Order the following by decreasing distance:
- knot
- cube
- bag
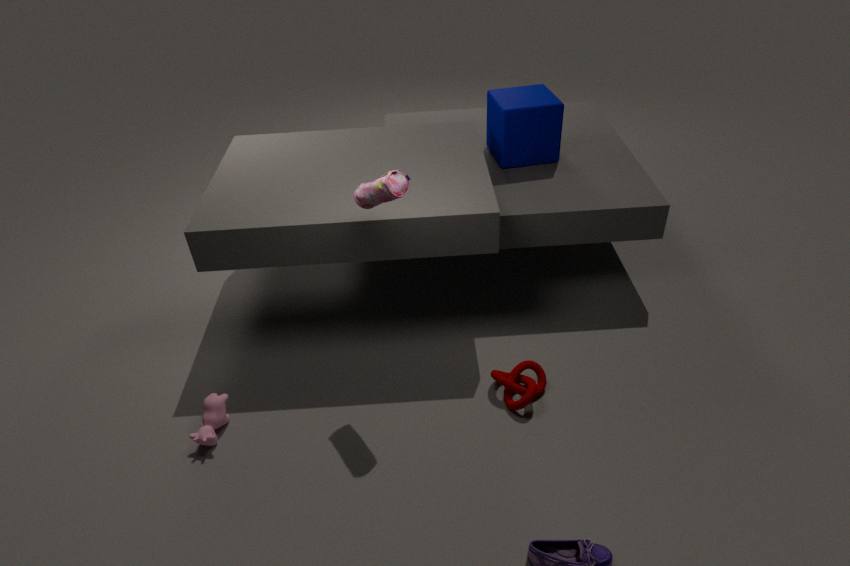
cube, knot, bag
